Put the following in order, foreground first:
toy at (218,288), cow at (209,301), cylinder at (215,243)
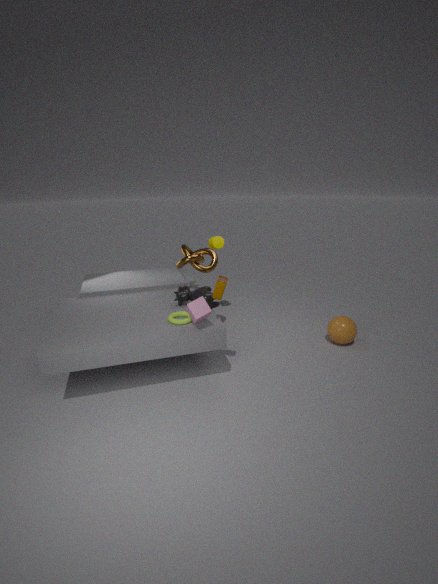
toy at (218,288) → cow at (209,301) → cylinder at (215,243)
